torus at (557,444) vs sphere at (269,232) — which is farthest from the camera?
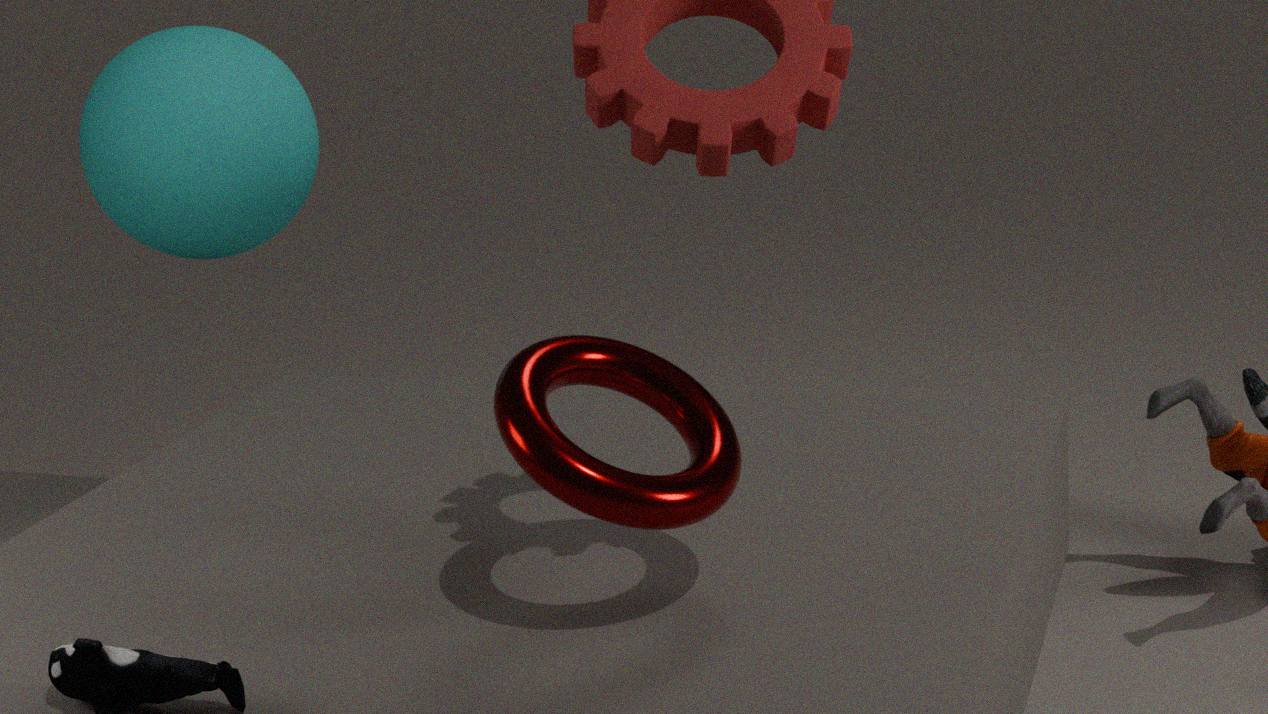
sphere at (269,232)
